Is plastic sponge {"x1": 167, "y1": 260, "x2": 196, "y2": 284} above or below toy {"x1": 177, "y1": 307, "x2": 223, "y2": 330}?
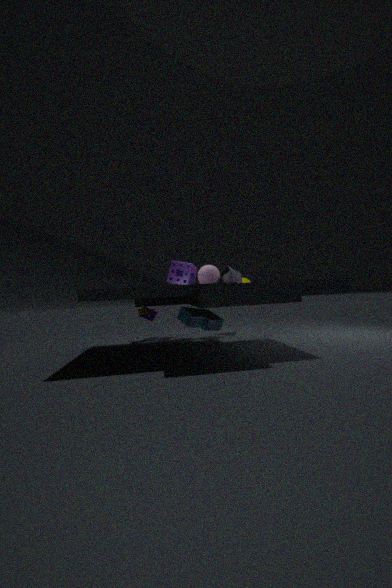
above
